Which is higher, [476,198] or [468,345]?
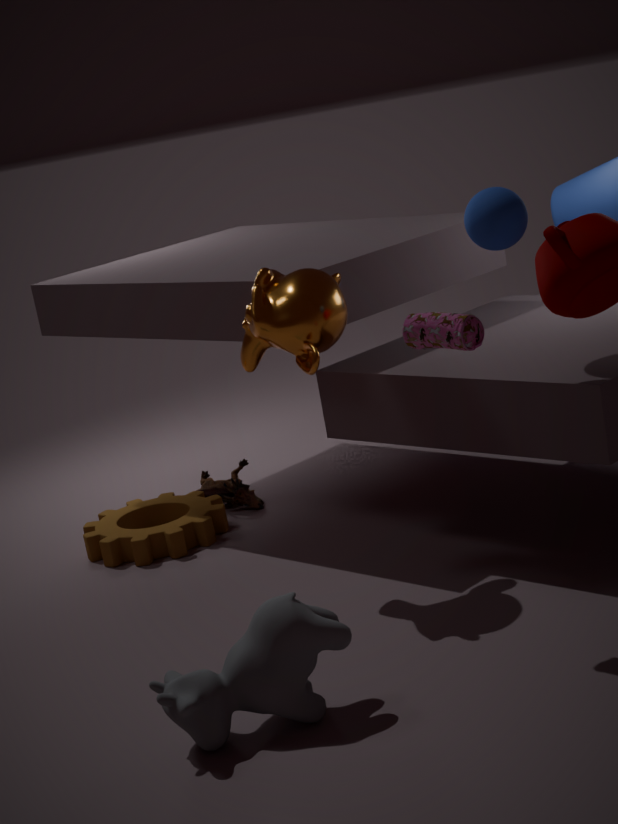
[476,198]
